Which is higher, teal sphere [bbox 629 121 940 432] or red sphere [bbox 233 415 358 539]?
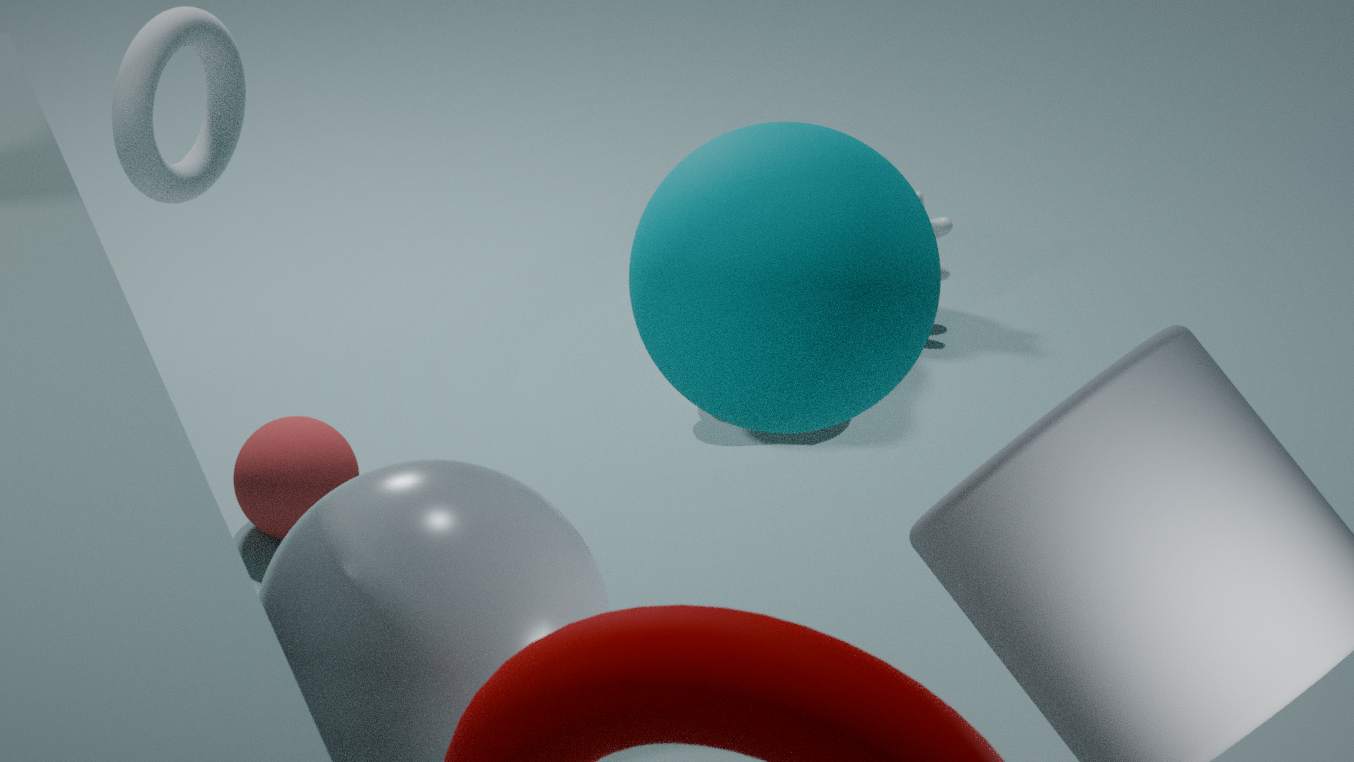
teal sphere [bbox 629 121 940 432]
